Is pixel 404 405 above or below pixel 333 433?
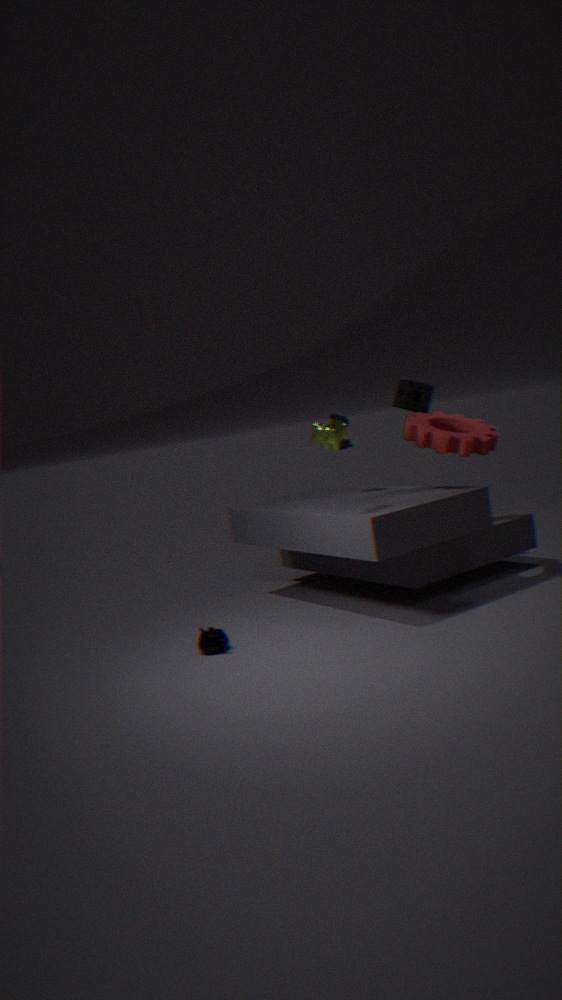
above
